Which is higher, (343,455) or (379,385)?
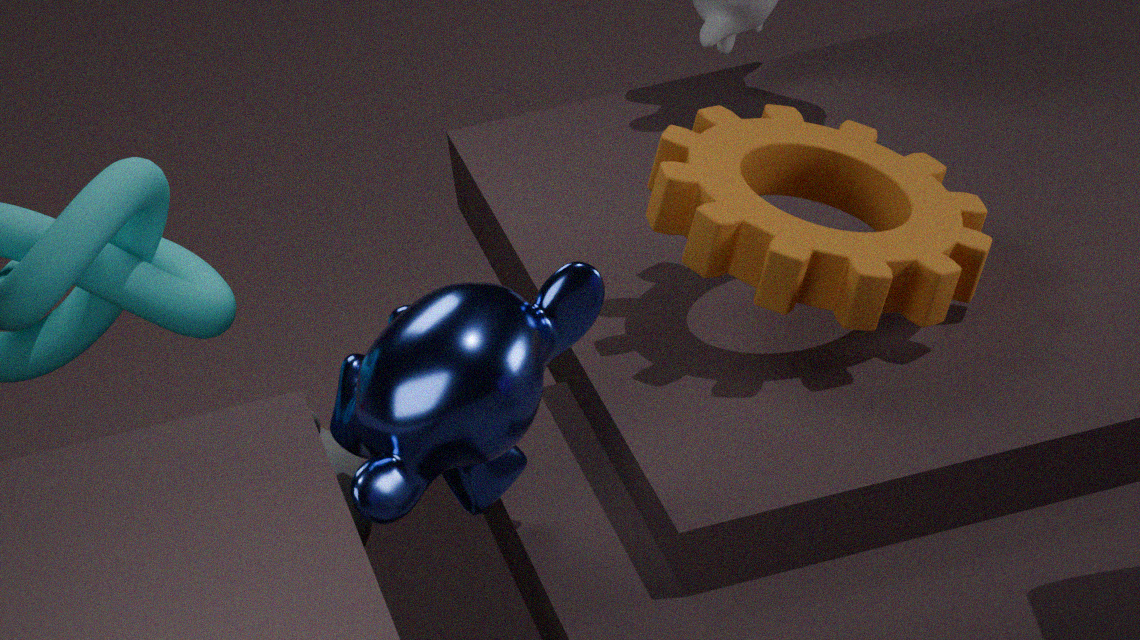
(379,385)
